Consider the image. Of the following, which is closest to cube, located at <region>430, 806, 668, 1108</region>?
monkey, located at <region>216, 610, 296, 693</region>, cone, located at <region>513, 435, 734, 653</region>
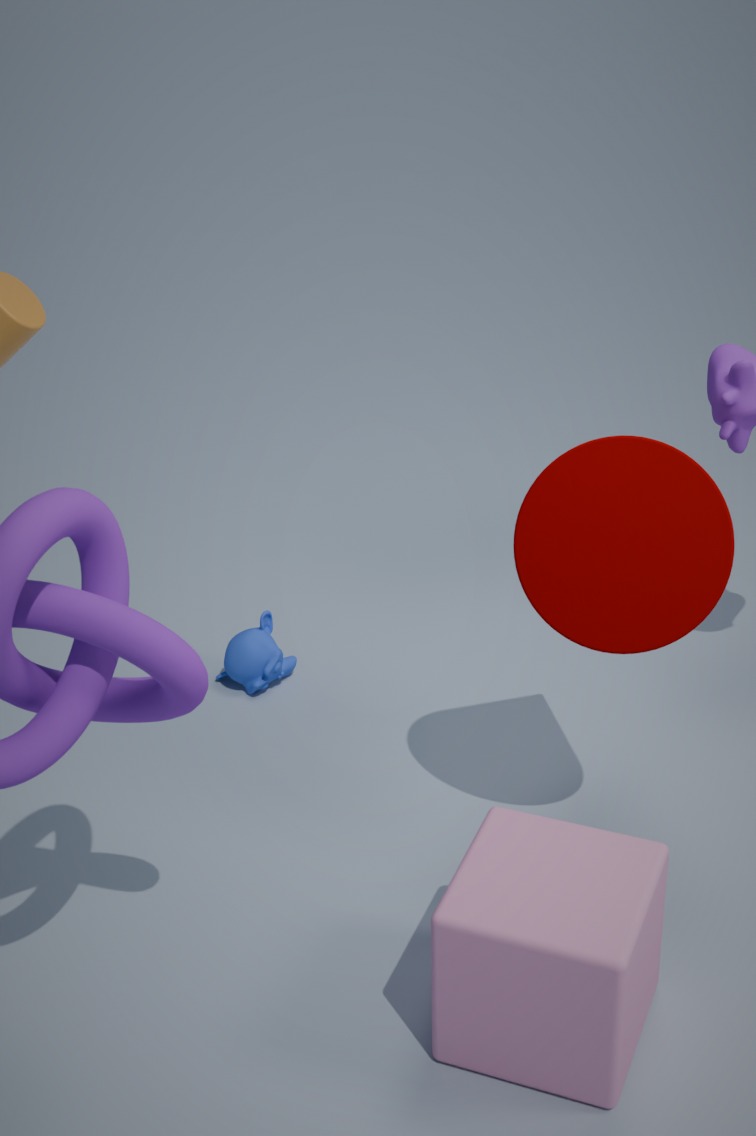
cone, located at <region>513, 435, 734, 653</region>
